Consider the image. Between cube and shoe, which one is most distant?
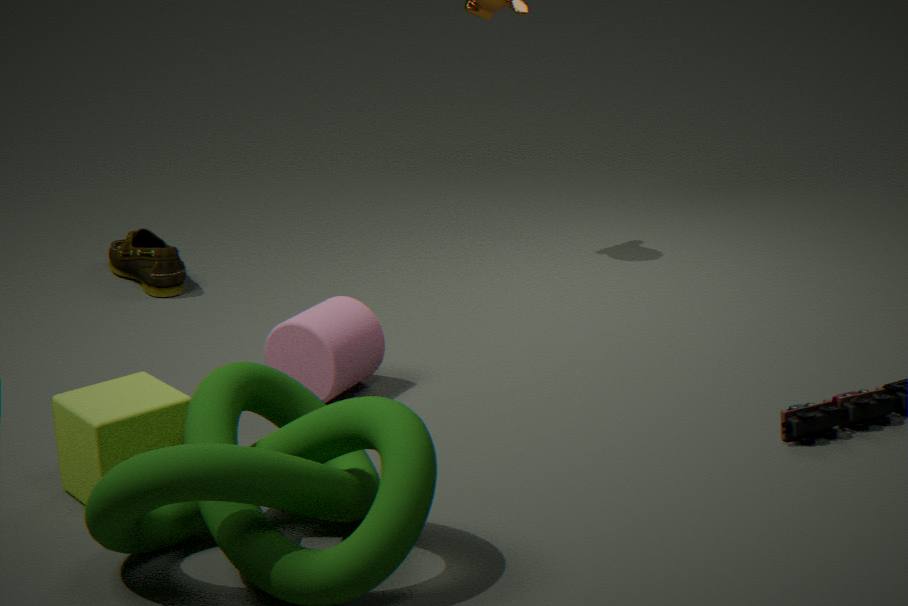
shoe
